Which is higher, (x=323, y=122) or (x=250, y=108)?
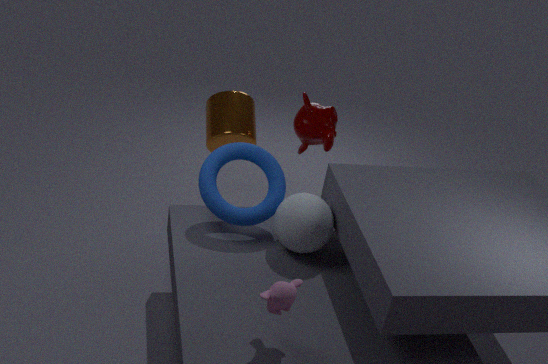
(x=323, y=122)
